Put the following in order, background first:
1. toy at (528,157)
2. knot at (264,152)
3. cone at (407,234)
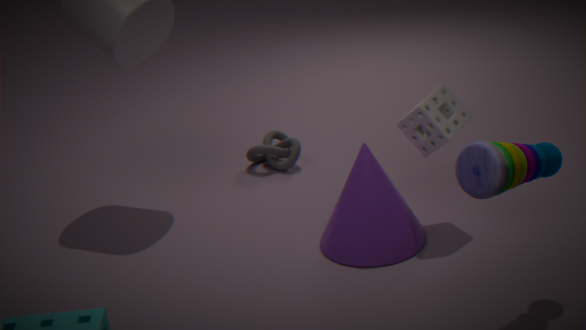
1. knot at (264,152)
2. cone at (407,234)
3. toy at (528,157)
